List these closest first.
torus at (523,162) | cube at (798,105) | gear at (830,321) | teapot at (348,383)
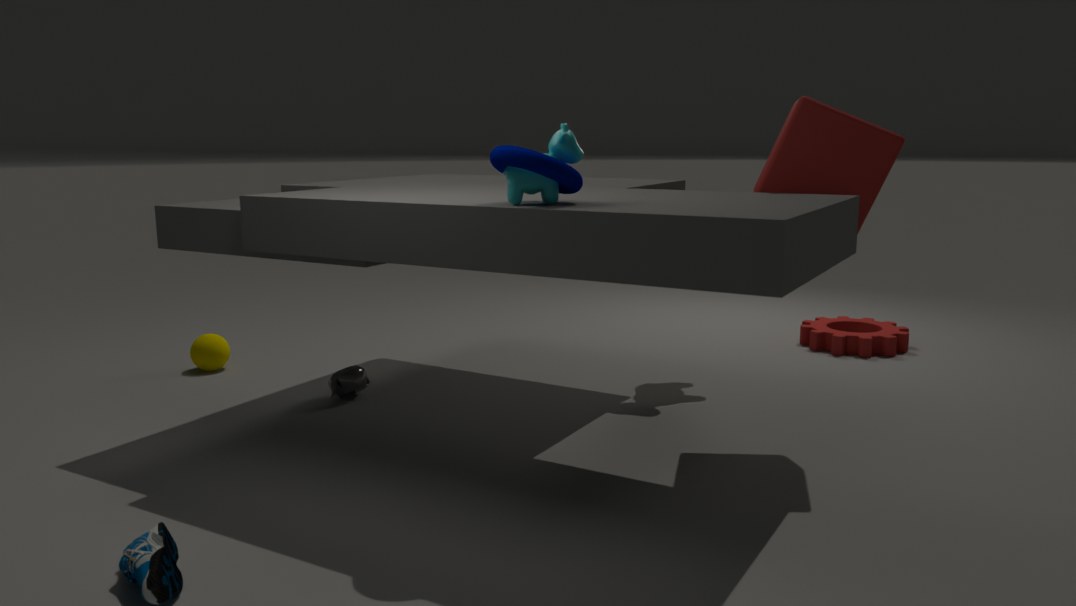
torus at (523,162)
cube at (798,105)
teapot at (348,383)
gear at (830,321)
